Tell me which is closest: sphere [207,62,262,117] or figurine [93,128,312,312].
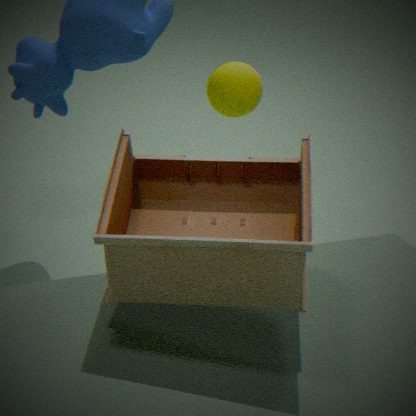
figurine [93,128,312,312]
